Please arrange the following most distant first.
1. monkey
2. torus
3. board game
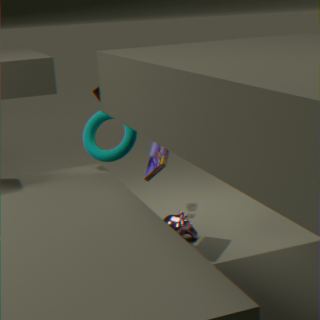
monkey, torus, board game
